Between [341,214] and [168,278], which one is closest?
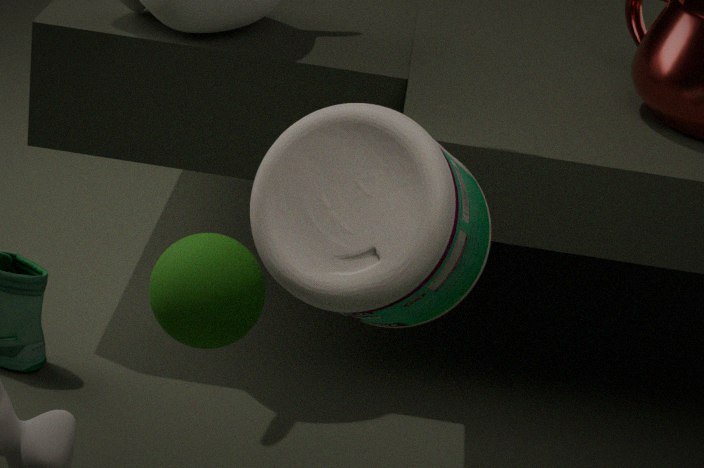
[341,214]
